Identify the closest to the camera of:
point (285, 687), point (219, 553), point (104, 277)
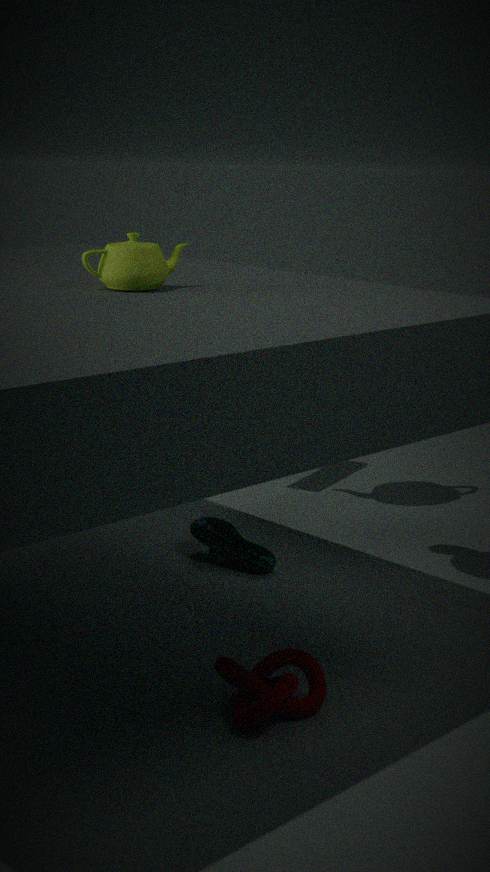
point (285, 687)
